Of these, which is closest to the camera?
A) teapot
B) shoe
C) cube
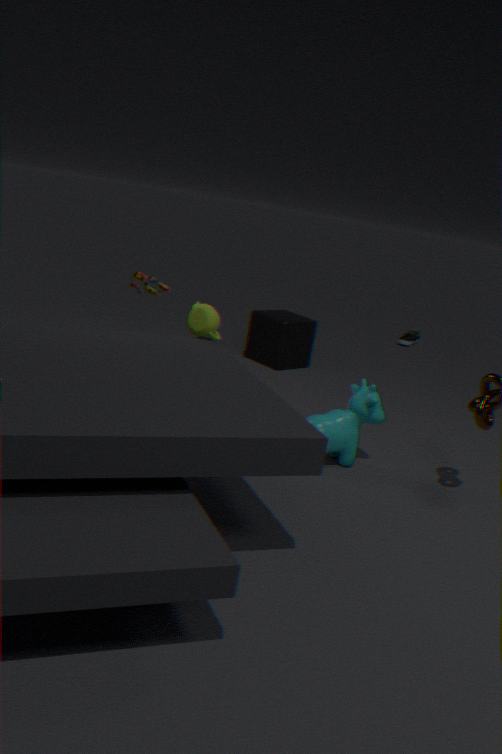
A. teapot
